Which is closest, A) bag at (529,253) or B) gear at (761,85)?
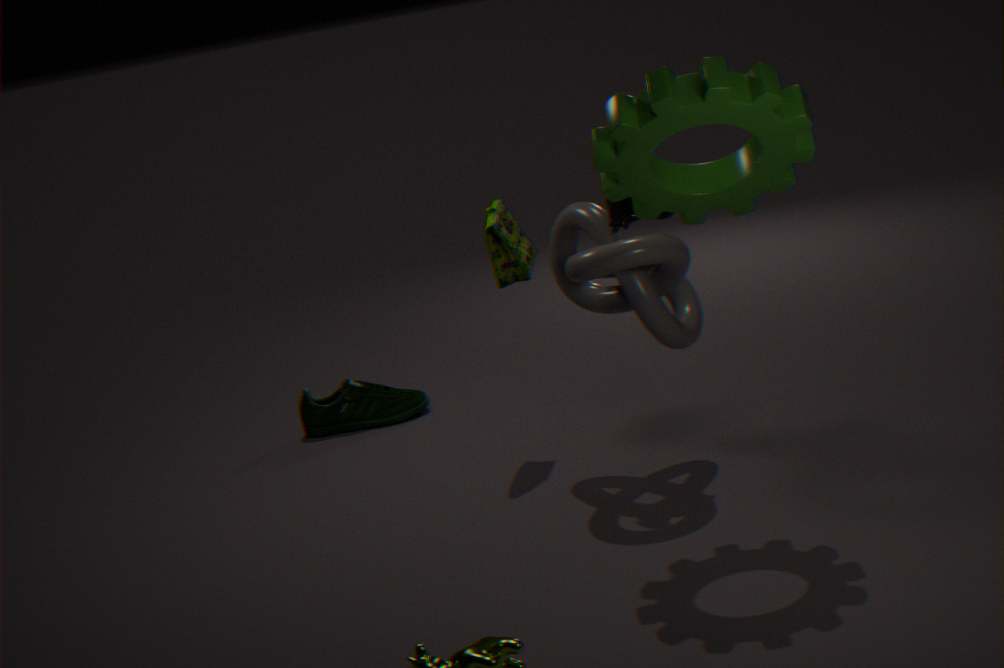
B. gear at (761,85)
